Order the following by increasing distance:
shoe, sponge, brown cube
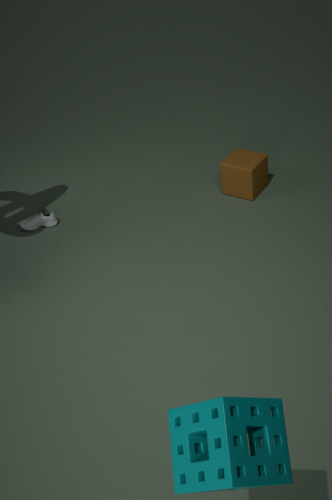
1. sponge
2. brown cube
3. shoe
